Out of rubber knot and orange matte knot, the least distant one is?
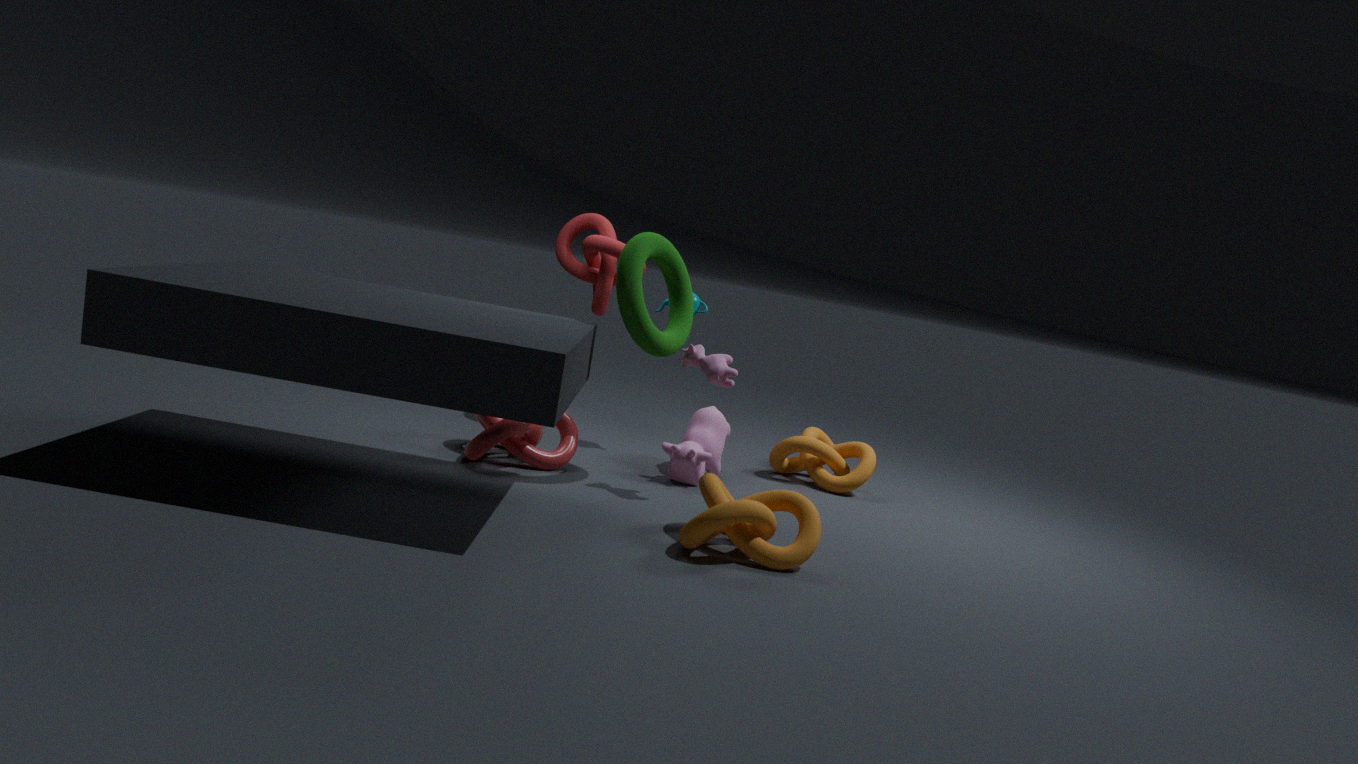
rubber knot
